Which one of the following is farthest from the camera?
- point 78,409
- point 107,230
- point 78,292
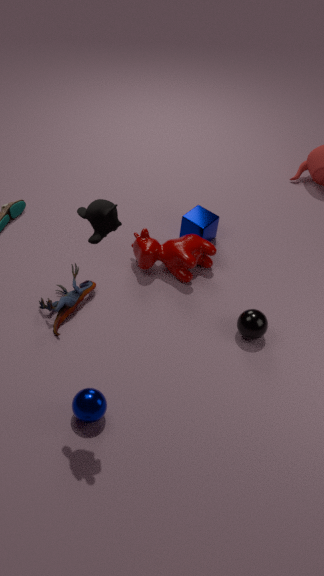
point 78,292
